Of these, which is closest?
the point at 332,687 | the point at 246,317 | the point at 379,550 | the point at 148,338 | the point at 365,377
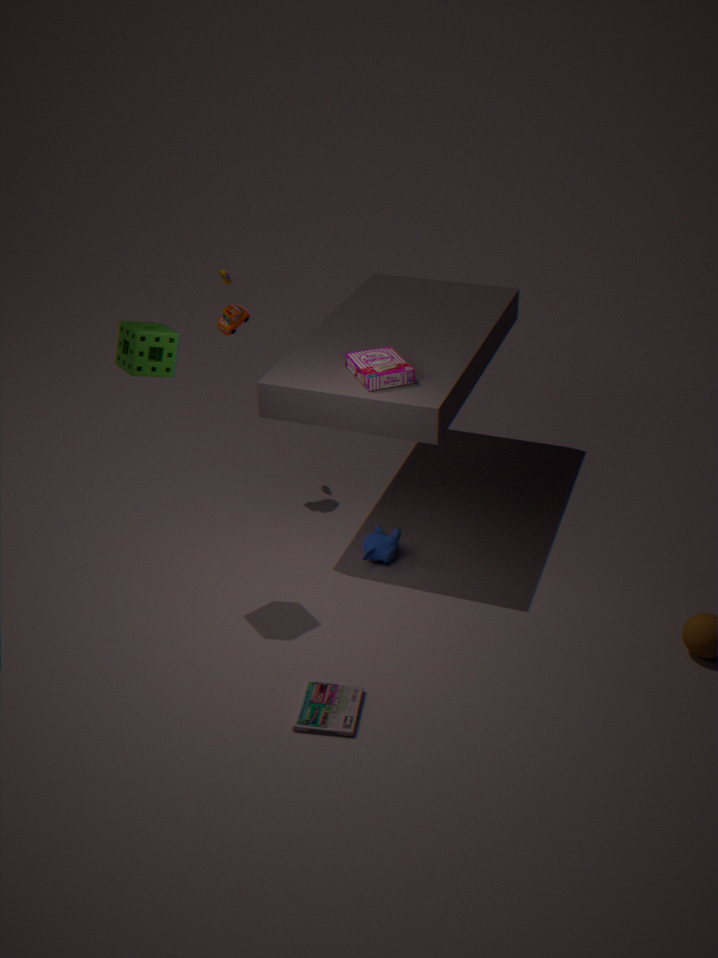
the point at 332,687
